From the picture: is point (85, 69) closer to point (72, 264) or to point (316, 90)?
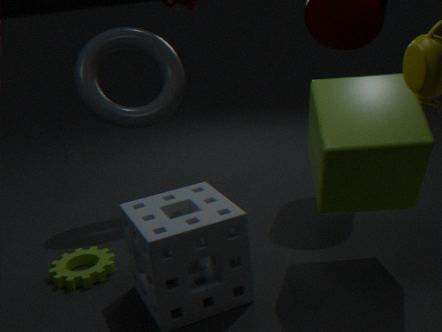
point (72, 264)
